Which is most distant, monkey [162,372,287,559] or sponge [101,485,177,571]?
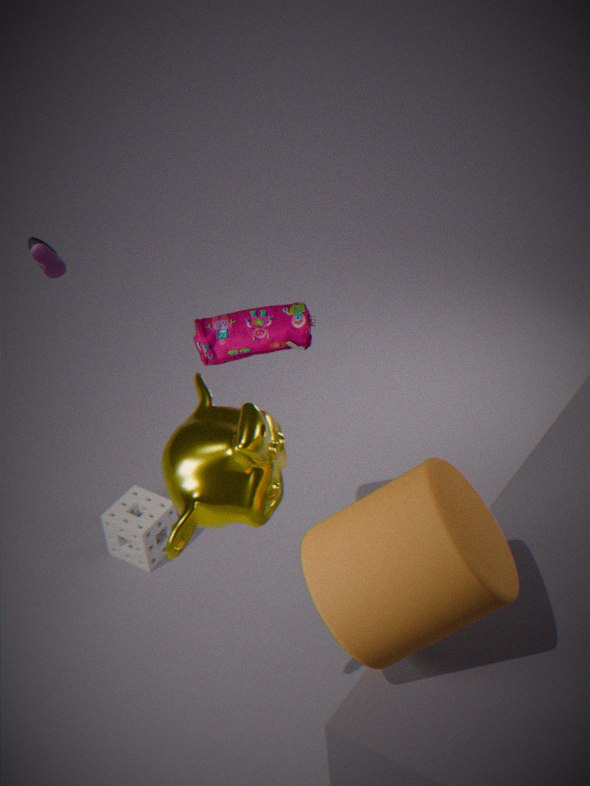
sponge [101,485,177,571]
